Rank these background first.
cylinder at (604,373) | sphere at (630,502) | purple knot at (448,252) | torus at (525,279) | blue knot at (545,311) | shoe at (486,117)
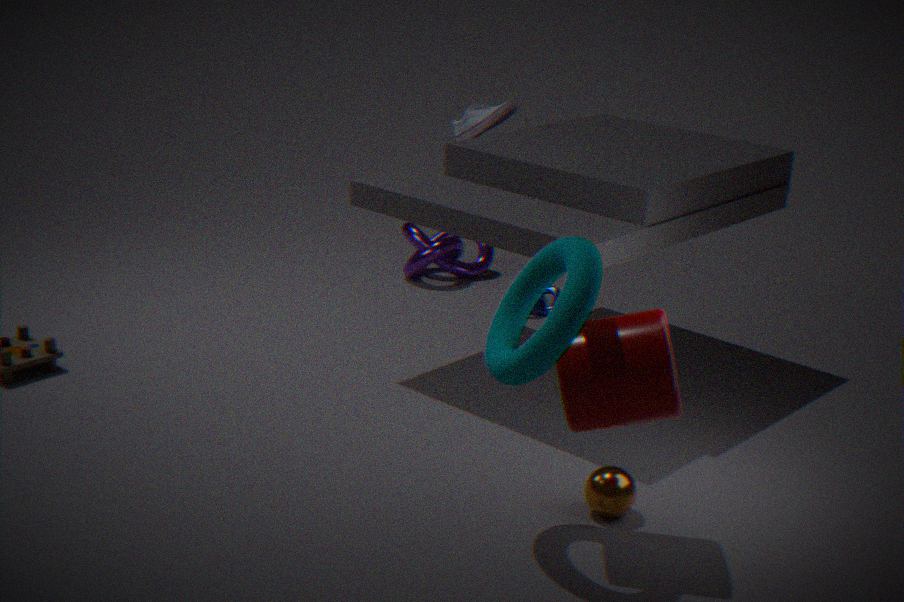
purple knot at (448,252) < blue knot at (545,311) < shoe at (486,117) < sphere at (630,502) < cylinder at (604,373) < torus at (525,279)
